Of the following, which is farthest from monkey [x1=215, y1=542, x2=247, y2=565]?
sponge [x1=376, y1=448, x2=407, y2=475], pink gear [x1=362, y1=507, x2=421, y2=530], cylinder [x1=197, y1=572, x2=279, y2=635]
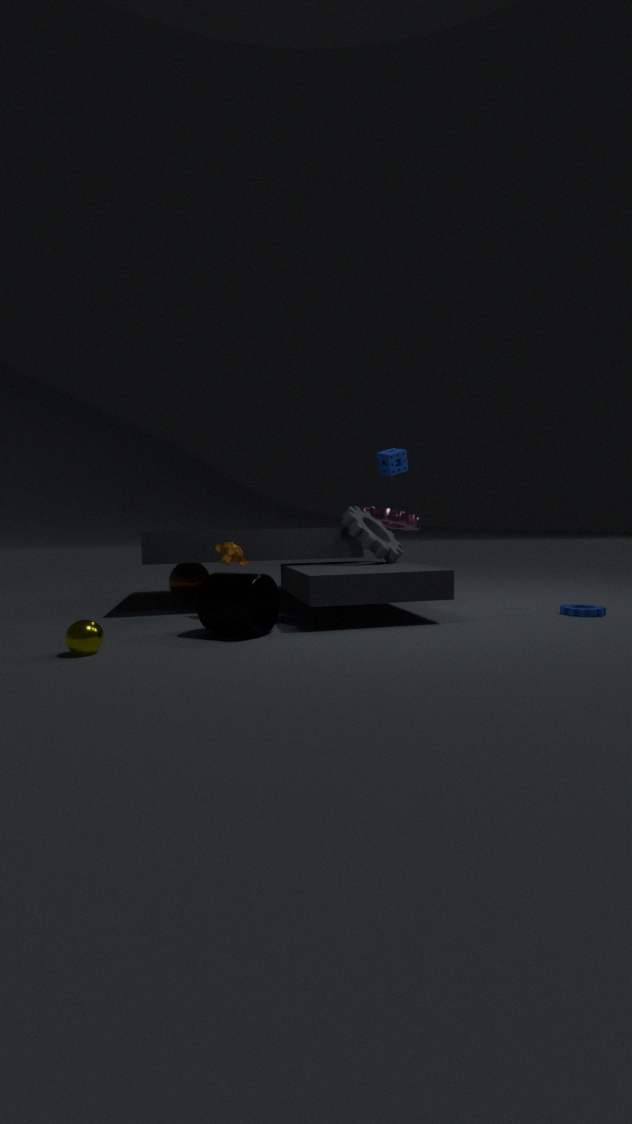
sponge [x1=376, y1=448, x2=407, y2=475]
